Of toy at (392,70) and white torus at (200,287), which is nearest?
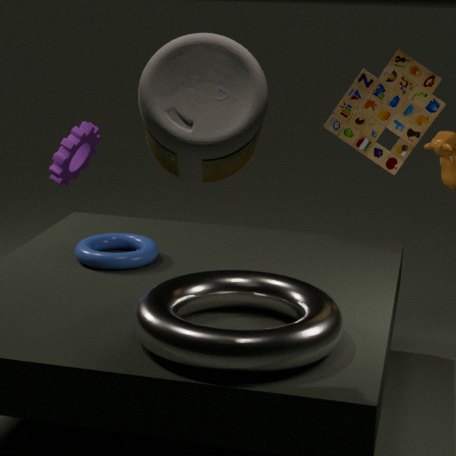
white torus at (200,287)
